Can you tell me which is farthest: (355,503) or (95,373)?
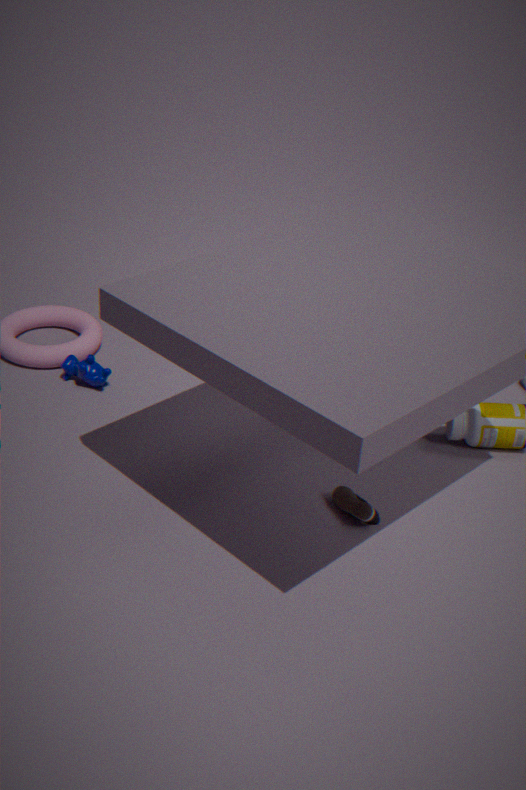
(95,373)
